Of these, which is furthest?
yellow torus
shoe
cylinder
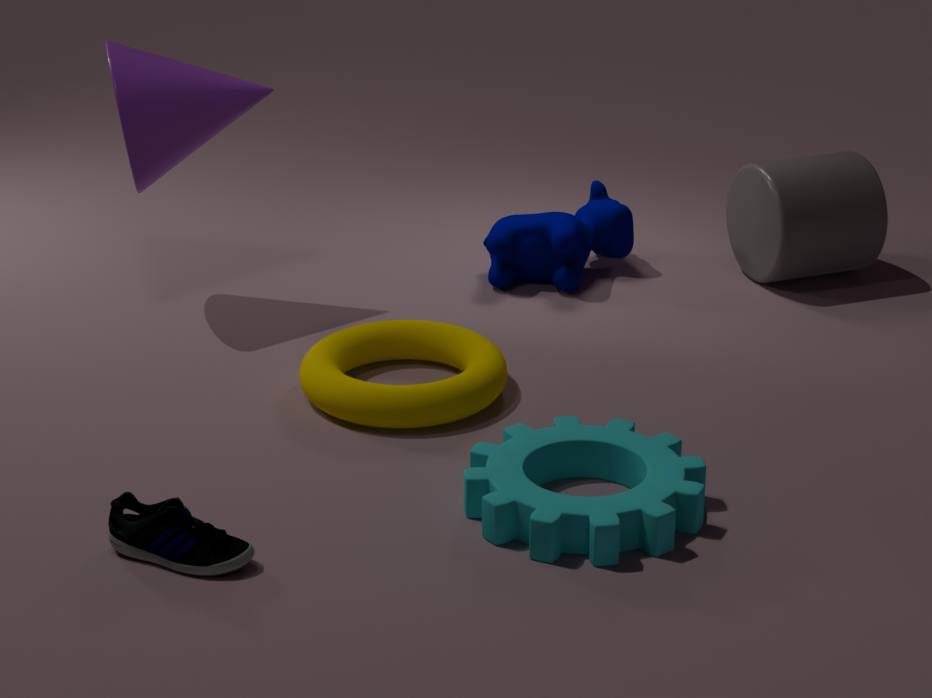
cylinder
